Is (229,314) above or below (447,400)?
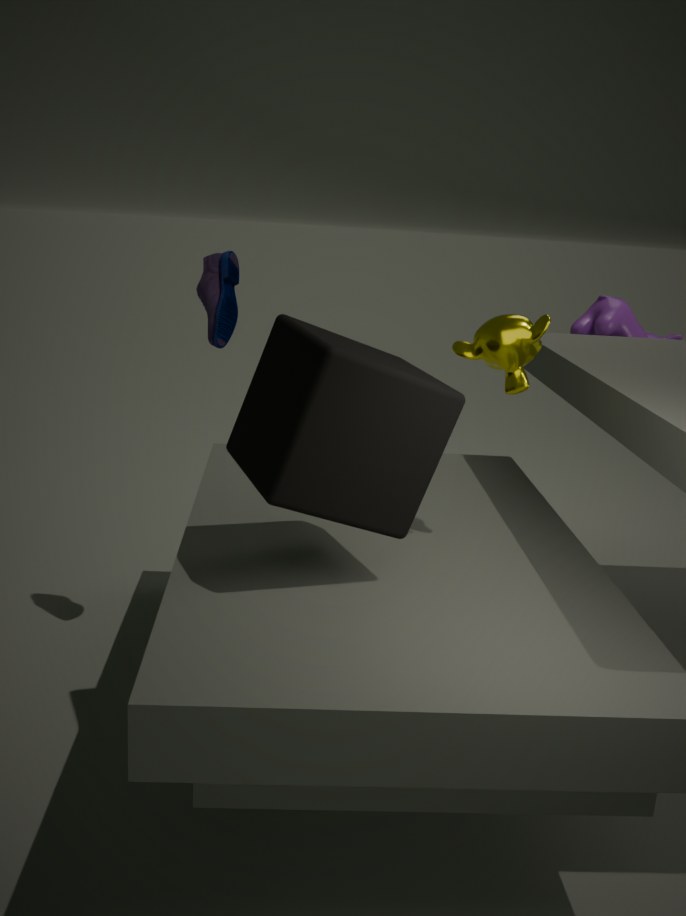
above
